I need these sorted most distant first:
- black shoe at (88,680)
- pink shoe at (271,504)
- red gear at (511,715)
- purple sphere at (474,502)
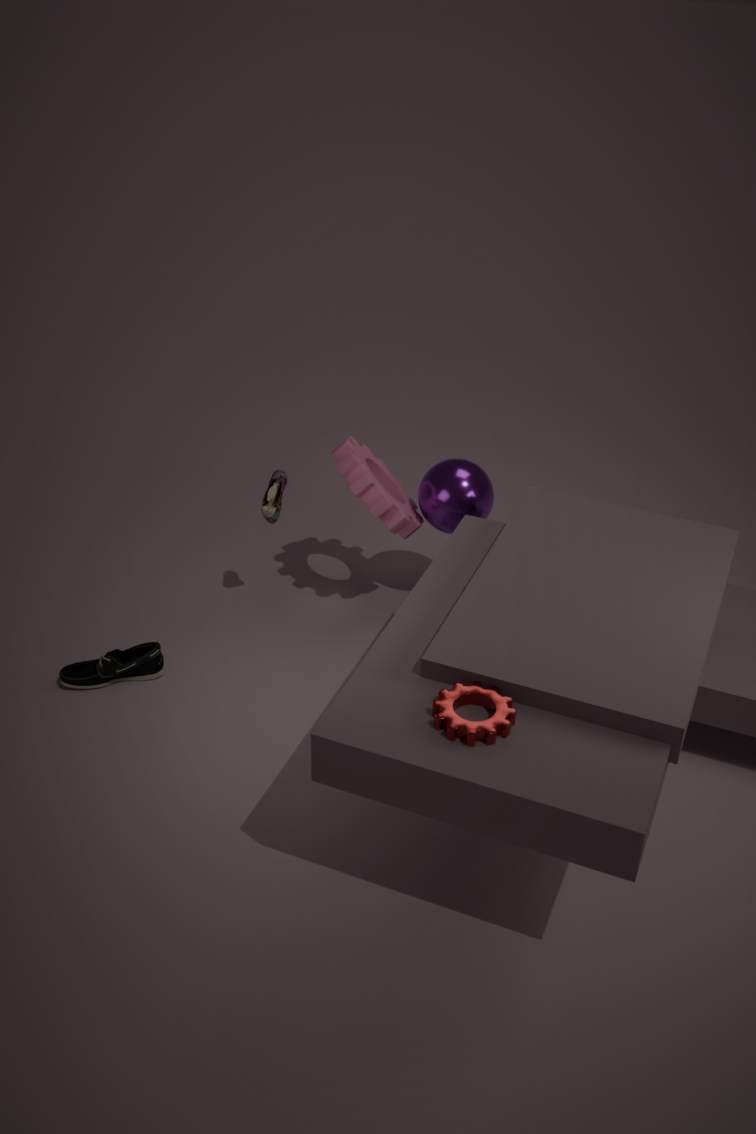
purple sphere at (474,502), pink shoe at (271,504), black shoe at (88,680), red gear at (511,715)
